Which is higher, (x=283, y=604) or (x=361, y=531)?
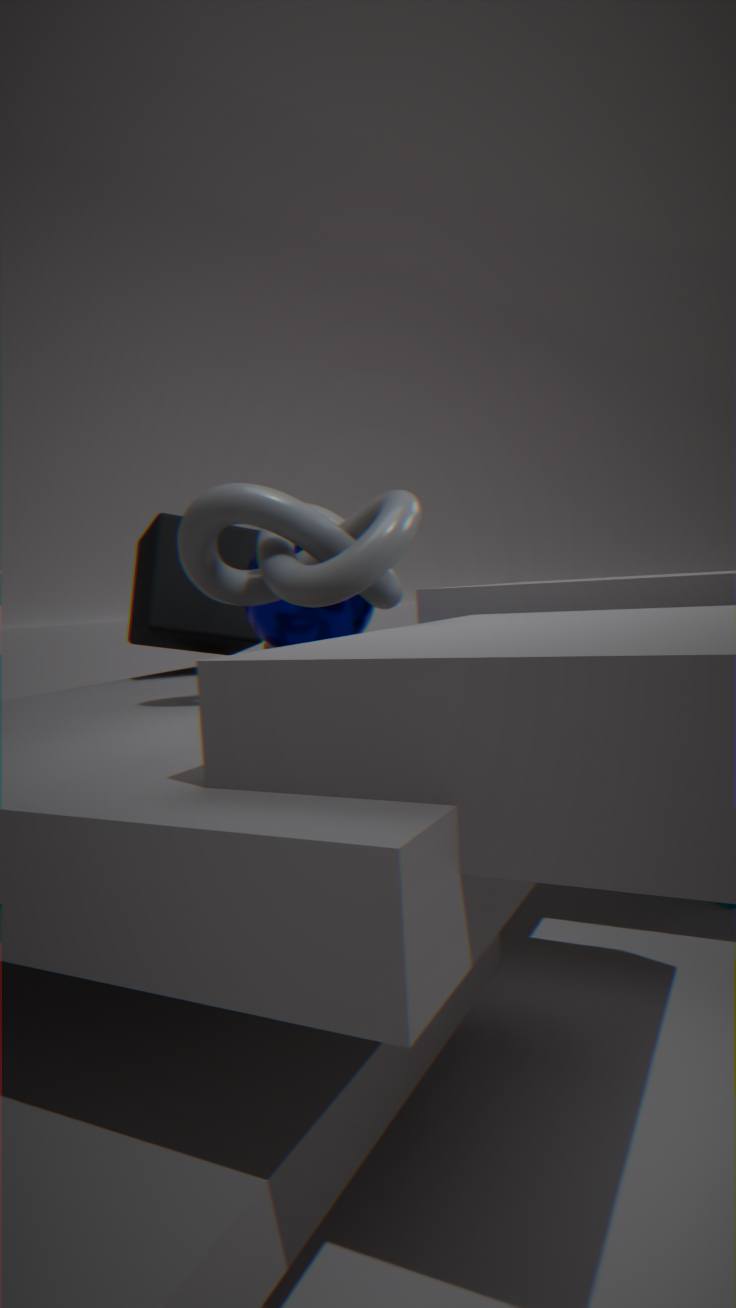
(x=361, y=531)
